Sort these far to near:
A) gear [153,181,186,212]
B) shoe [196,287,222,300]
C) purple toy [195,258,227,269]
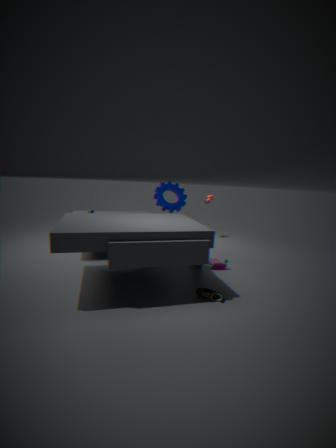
gear [153,181,186,212] < purple toy [195,258,227,269] < shoe [196,287,222,300]
